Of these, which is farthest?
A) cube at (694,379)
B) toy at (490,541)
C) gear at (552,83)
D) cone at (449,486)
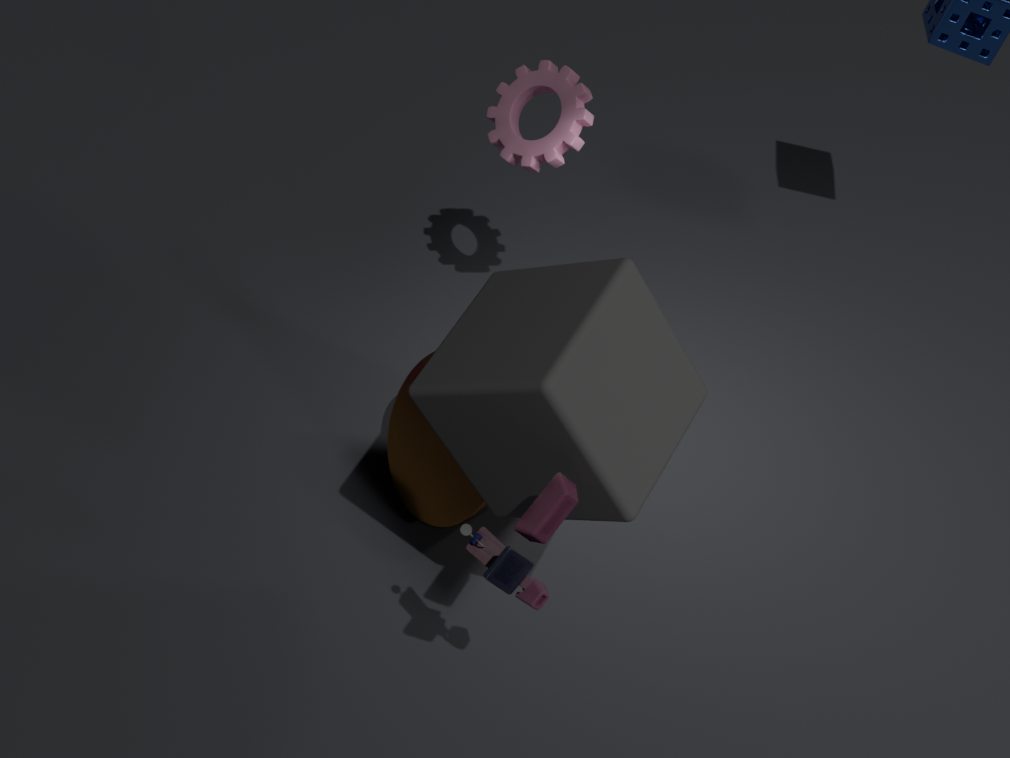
gear at (552,83)
